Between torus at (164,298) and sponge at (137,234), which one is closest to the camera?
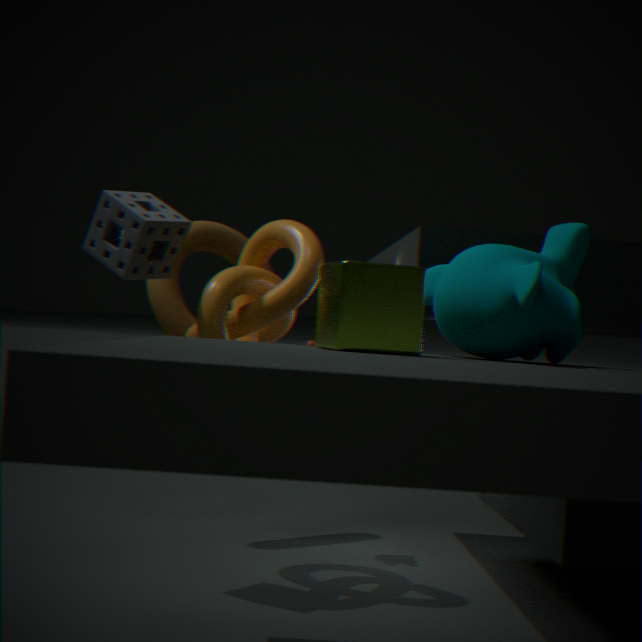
sponge at (137,234)
